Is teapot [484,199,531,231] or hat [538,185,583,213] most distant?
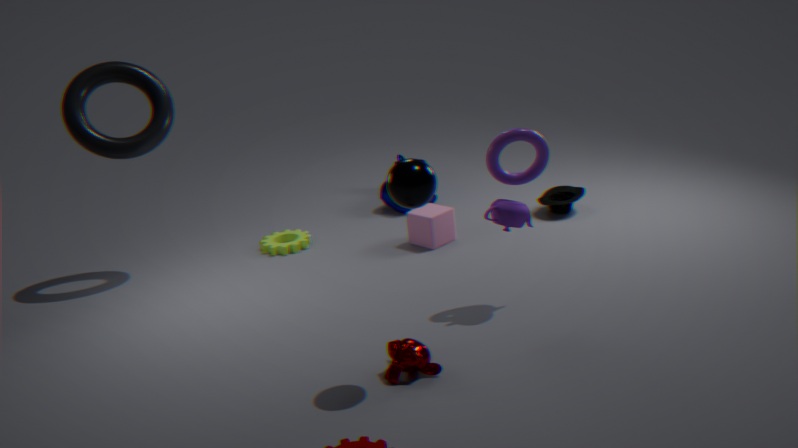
hat [538,185,583,213]
